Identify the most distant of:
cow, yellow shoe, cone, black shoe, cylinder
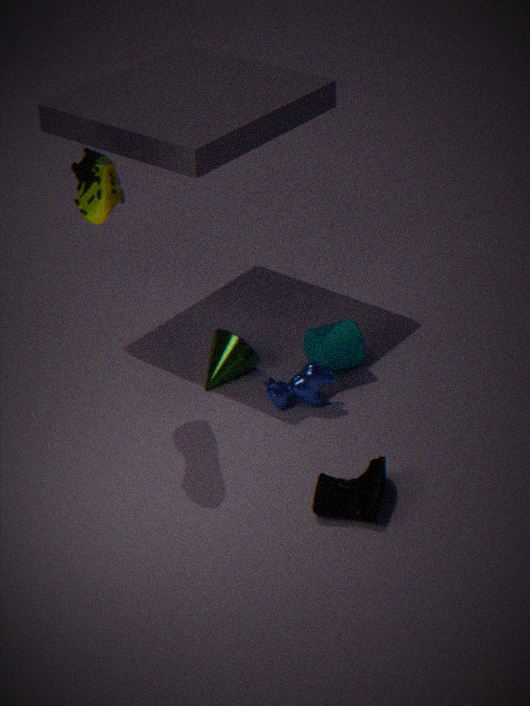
cone
